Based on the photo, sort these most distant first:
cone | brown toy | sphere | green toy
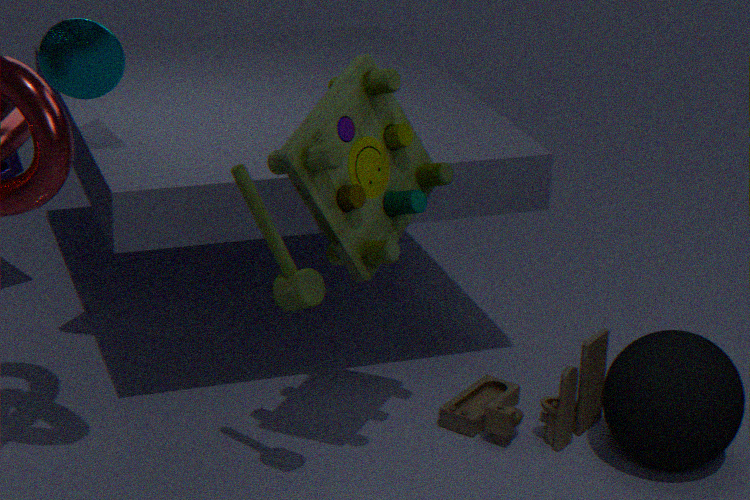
1. brown toy
2. cone
3. sphere
4. green toy
